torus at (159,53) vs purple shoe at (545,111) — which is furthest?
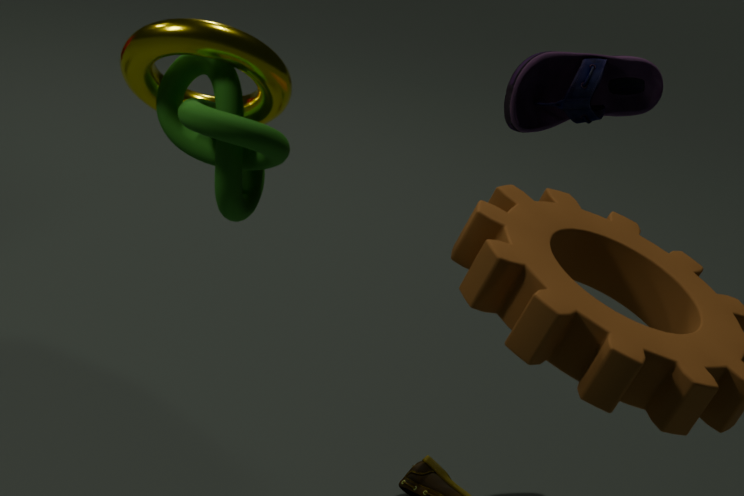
purple shoe at (545,111)
